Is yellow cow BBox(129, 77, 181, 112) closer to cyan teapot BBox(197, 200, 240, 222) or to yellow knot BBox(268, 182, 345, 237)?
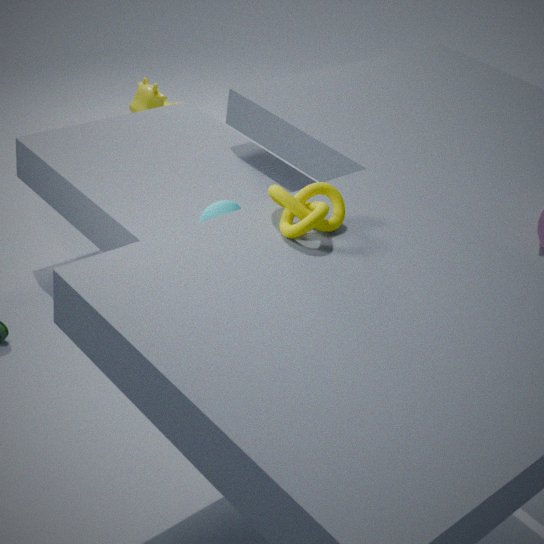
cyan teapot BBox(197, 200, 240, 222)
